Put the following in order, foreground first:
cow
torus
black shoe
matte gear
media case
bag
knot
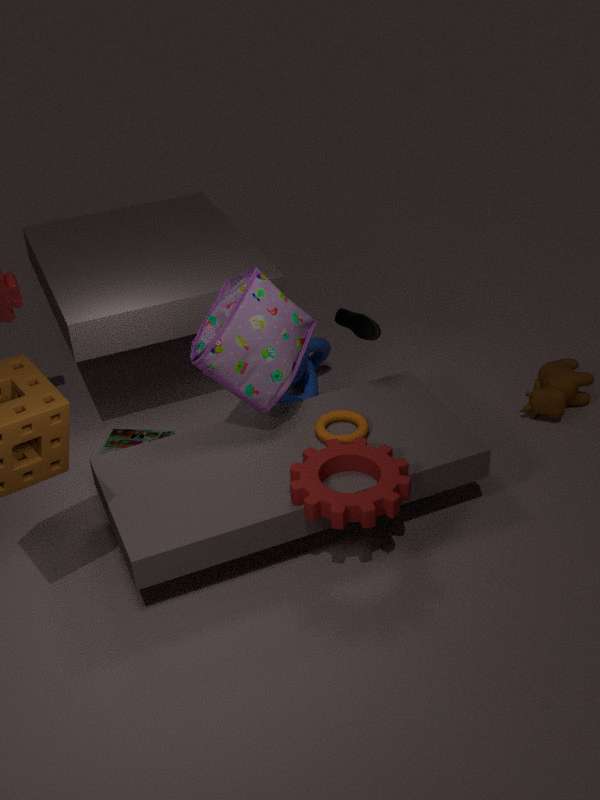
Answer: matte gear
bag
torus
black shoe
cow
media case
knot
